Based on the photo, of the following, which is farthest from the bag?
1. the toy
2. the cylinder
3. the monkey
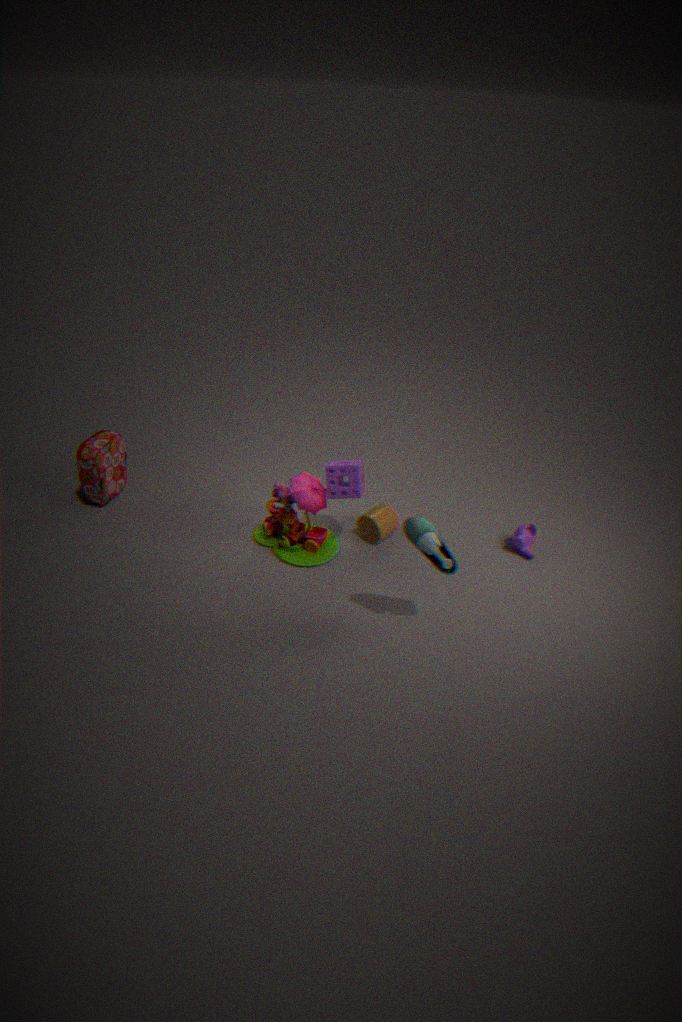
the monkey
